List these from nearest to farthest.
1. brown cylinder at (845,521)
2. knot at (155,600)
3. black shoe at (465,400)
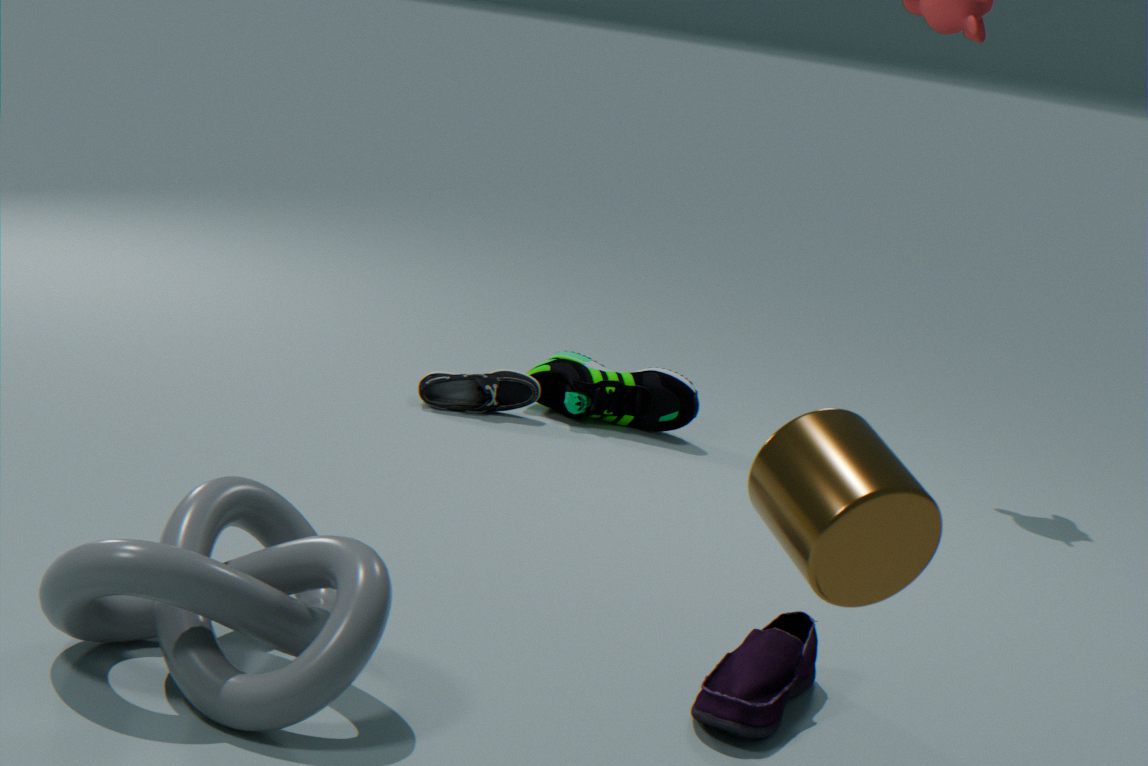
brown cylinder at (845,521) → knot at (155,600) → black shoe at (465,400)
